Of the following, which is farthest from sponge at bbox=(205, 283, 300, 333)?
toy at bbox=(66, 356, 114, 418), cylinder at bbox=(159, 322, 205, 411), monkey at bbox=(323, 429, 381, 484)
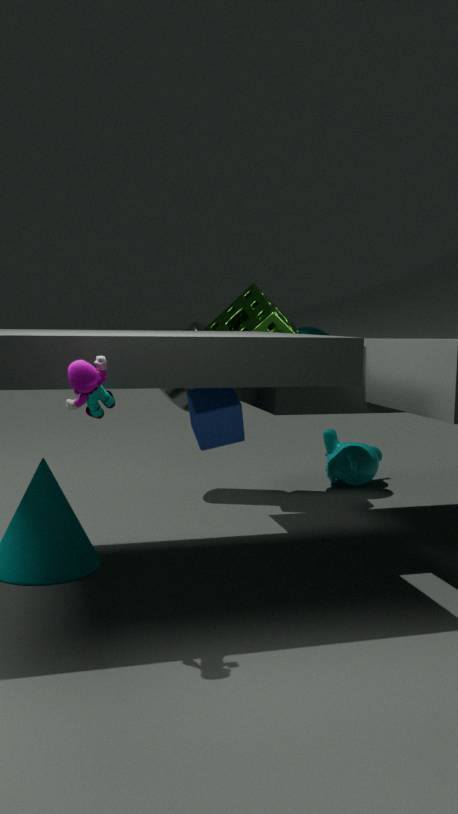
toy at bbox=(66, 356, 114, 418)
